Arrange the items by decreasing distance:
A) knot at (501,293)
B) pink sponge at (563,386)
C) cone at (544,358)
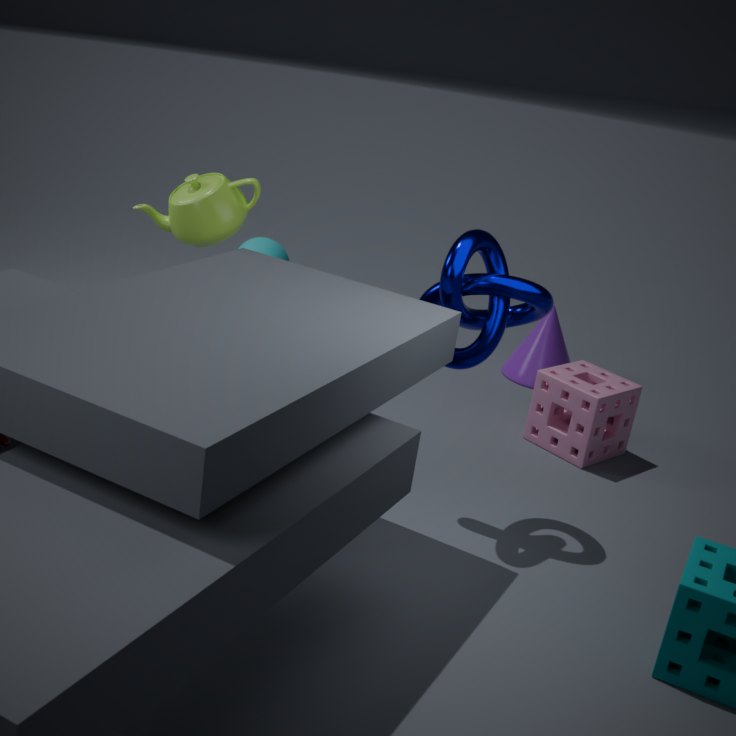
cone at (544,358) → pink sponge at (563,386) → knot at (501,293)
